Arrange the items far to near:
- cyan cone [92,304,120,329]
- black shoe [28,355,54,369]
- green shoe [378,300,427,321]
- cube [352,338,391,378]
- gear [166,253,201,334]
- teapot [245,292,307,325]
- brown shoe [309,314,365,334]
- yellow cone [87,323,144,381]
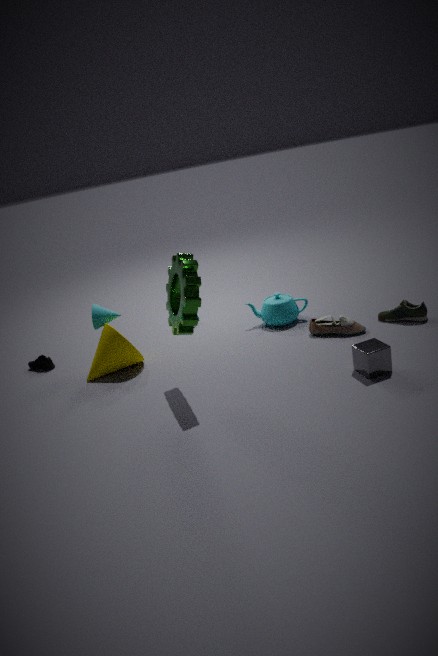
black shoe [28,355,54,369] < teapot [245,292,307,325] < cyan cone [92,304,120,329] < yellow cone [87,323,144,381] < brown shoe [309,314,365,334] < green shoe [378,300,427,321] < cube [352,338,391,378] < gear [166,253,201,334]
